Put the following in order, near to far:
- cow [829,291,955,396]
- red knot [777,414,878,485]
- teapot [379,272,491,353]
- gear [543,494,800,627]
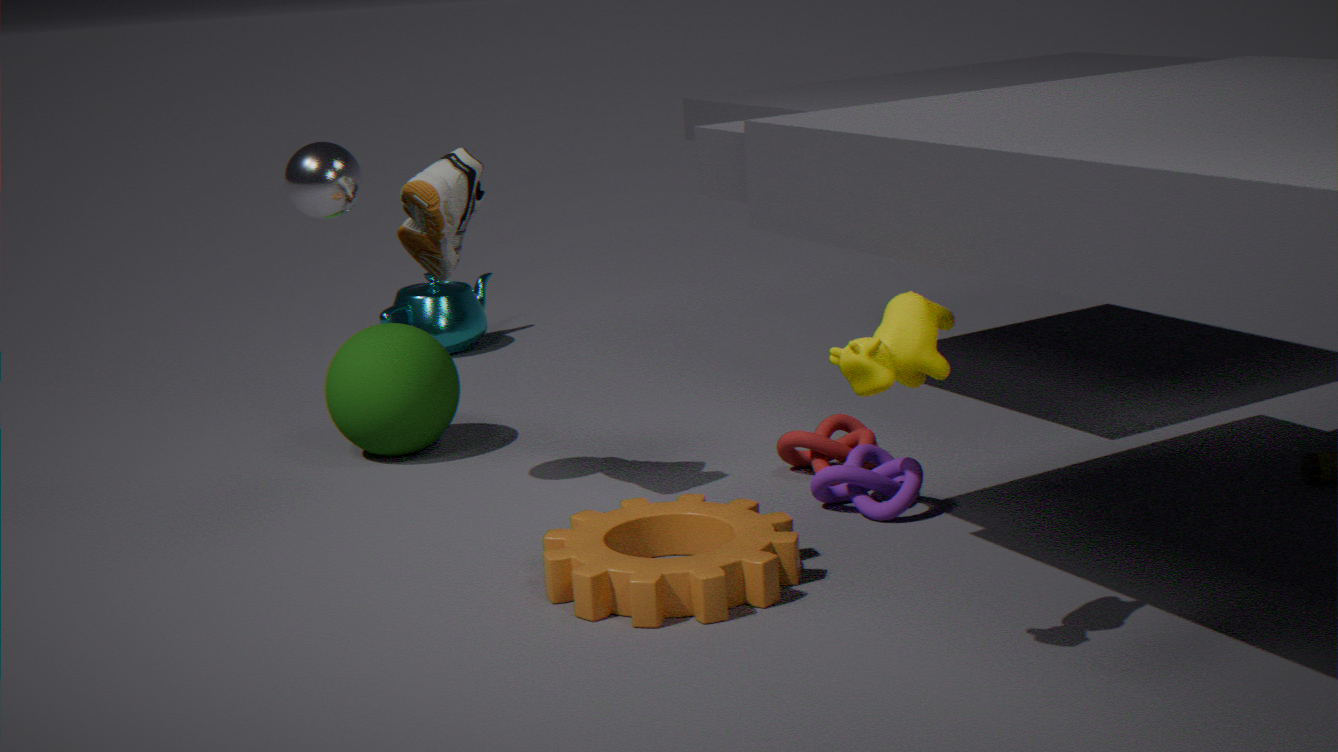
cow [829,291,955,396]
gear [543,494,800,627]
red knot [777,414,878,485]
teapot [379,272,491,353]
